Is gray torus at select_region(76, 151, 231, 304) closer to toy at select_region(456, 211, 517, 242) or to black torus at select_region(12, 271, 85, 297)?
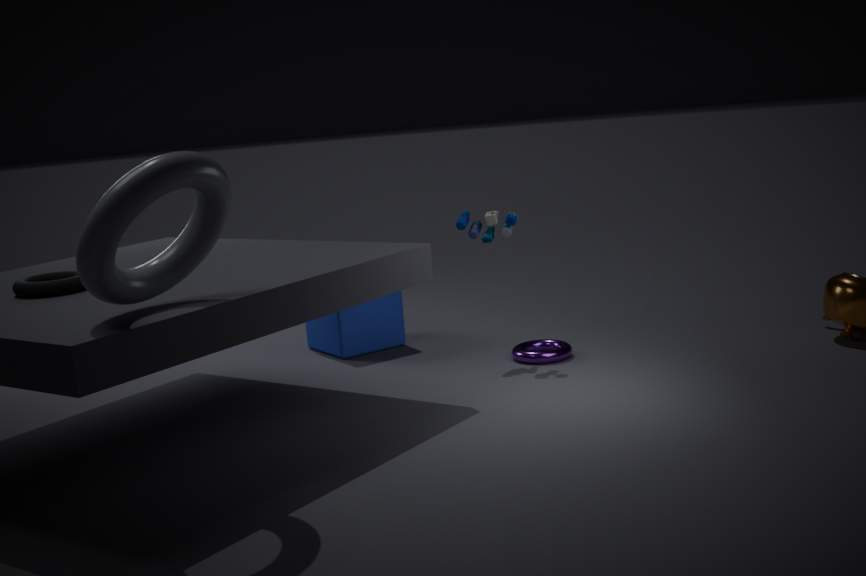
black torus at select_region(12, 271, 85, 297)
